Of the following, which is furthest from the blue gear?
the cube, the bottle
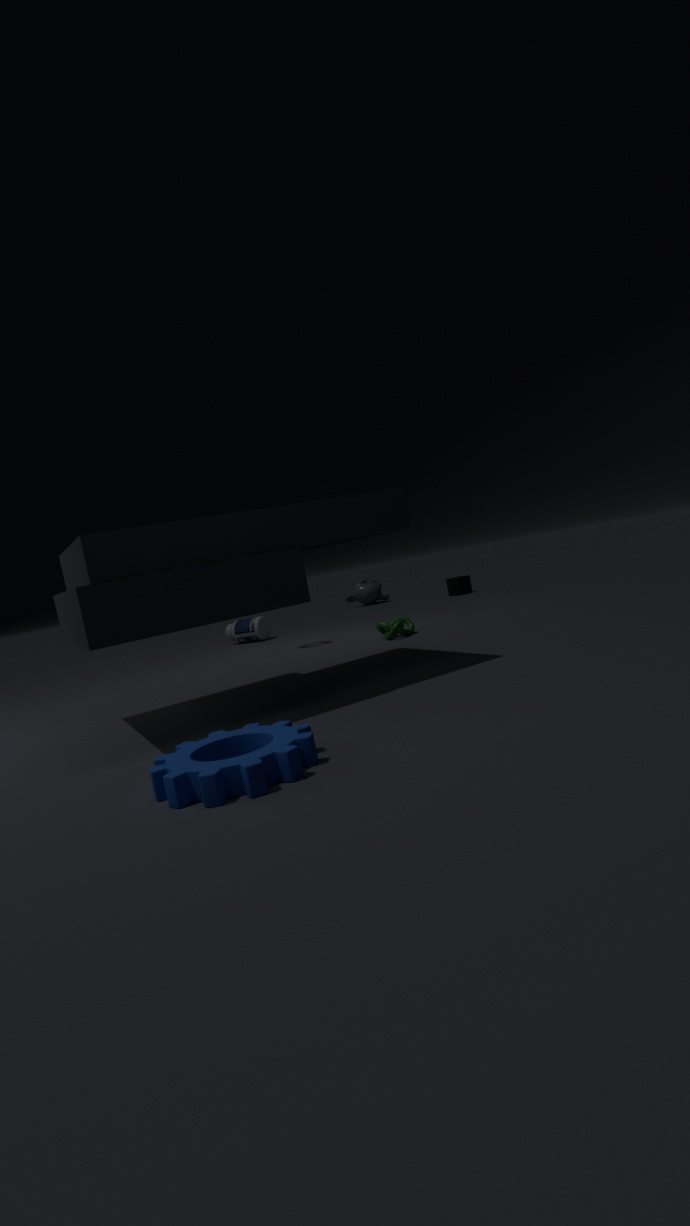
the cube
